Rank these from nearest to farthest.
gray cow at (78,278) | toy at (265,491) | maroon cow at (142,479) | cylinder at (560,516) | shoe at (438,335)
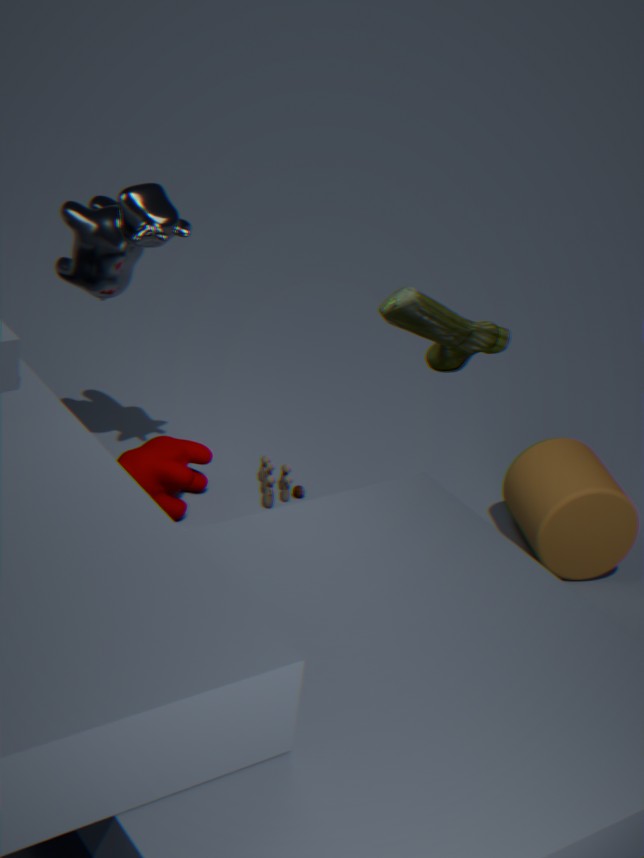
shoe at (438,335) < gray cow at (78,278) < cylinder at (560,516) < maroon cow at (142,479) < toy at (265,491)
